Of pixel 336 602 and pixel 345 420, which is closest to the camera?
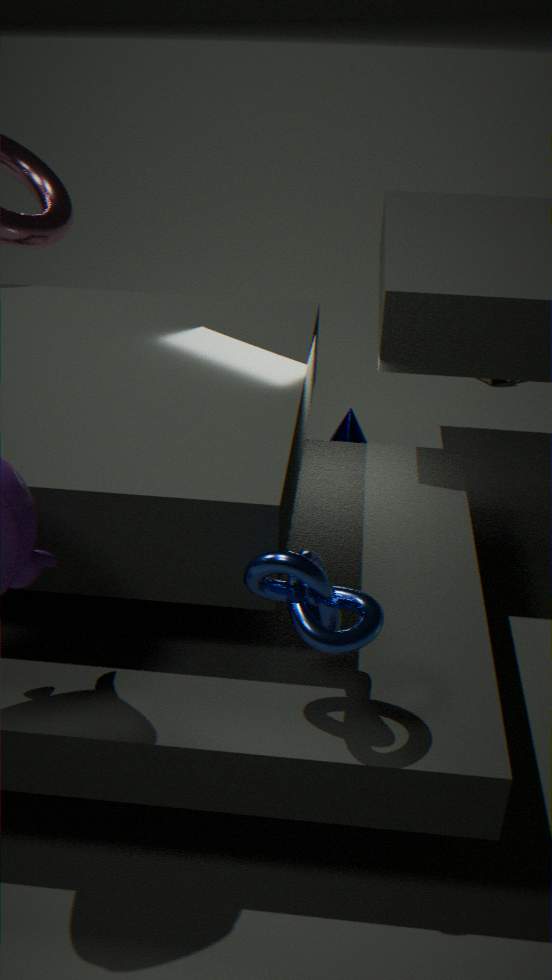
pixel 336 602
